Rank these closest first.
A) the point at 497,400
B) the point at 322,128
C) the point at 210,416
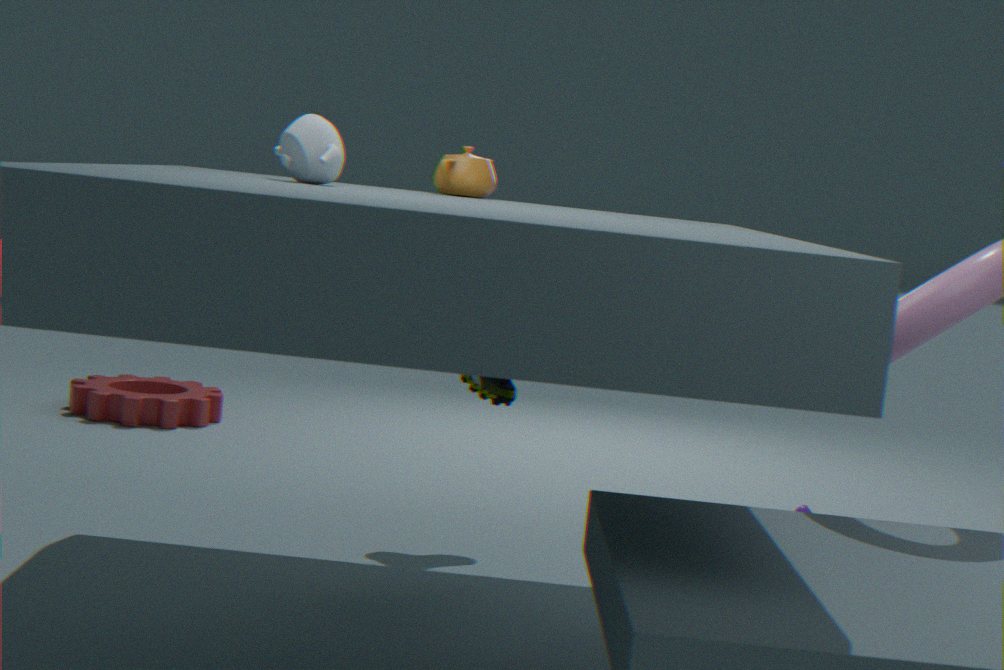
the point at 322,128 < the point at 497,400 < the point at 210,416
